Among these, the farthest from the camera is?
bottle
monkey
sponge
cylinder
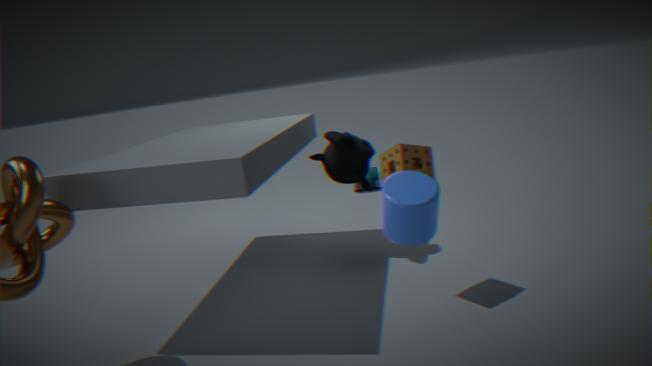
bottle
